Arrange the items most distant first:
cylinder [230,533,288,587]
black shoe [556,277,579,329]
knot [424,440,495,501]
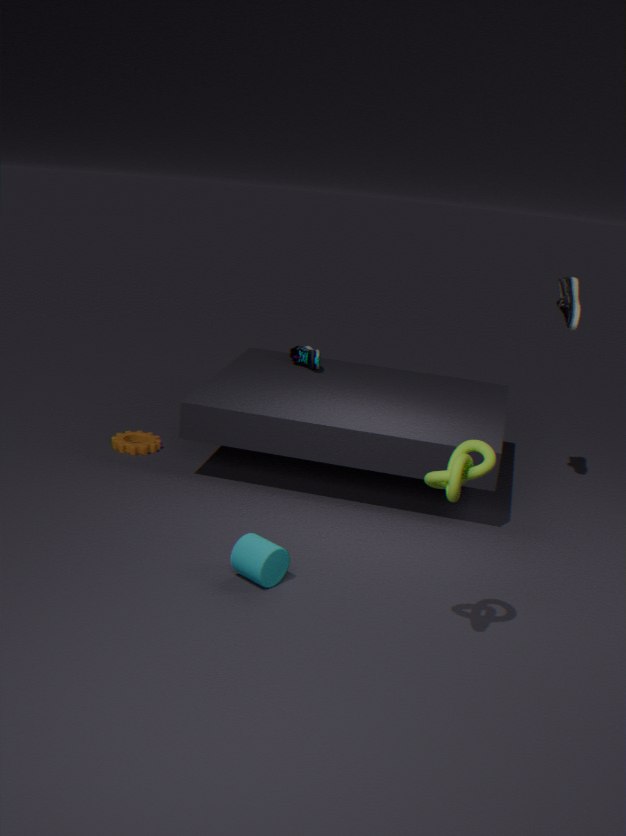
black shoe [556,277,579,329] → cylinder [230,533,288,587] → knot [424,440,495,501]
